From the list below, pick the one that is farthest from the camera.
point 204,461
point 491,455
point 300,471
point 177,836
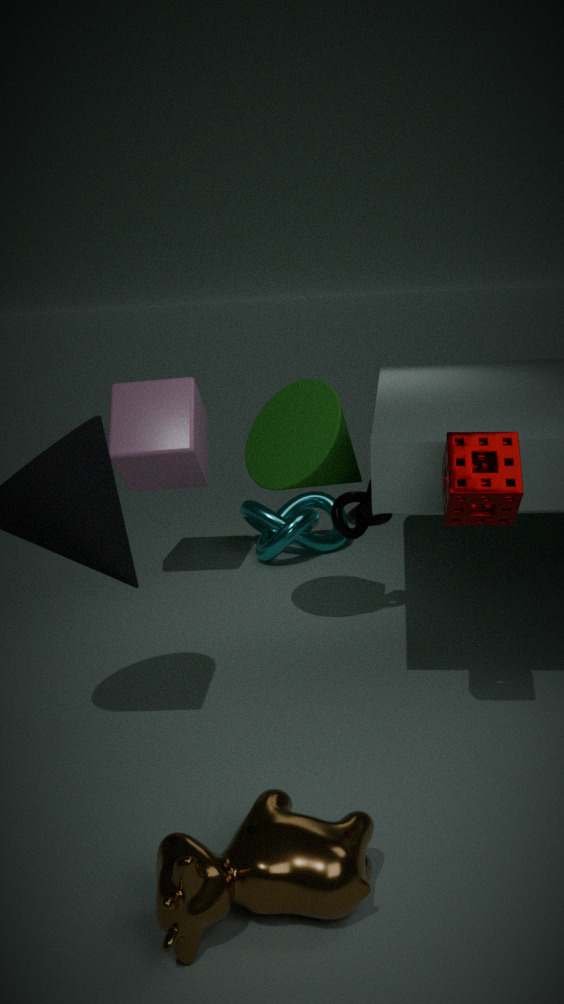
point 204,461
